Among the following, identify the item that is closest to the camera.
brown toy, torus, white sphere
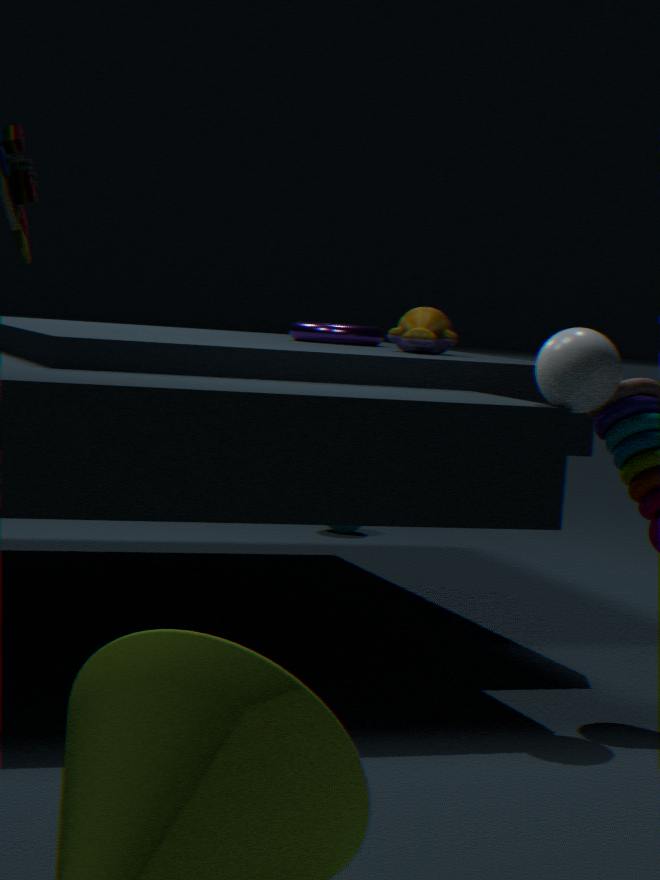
white sphere
